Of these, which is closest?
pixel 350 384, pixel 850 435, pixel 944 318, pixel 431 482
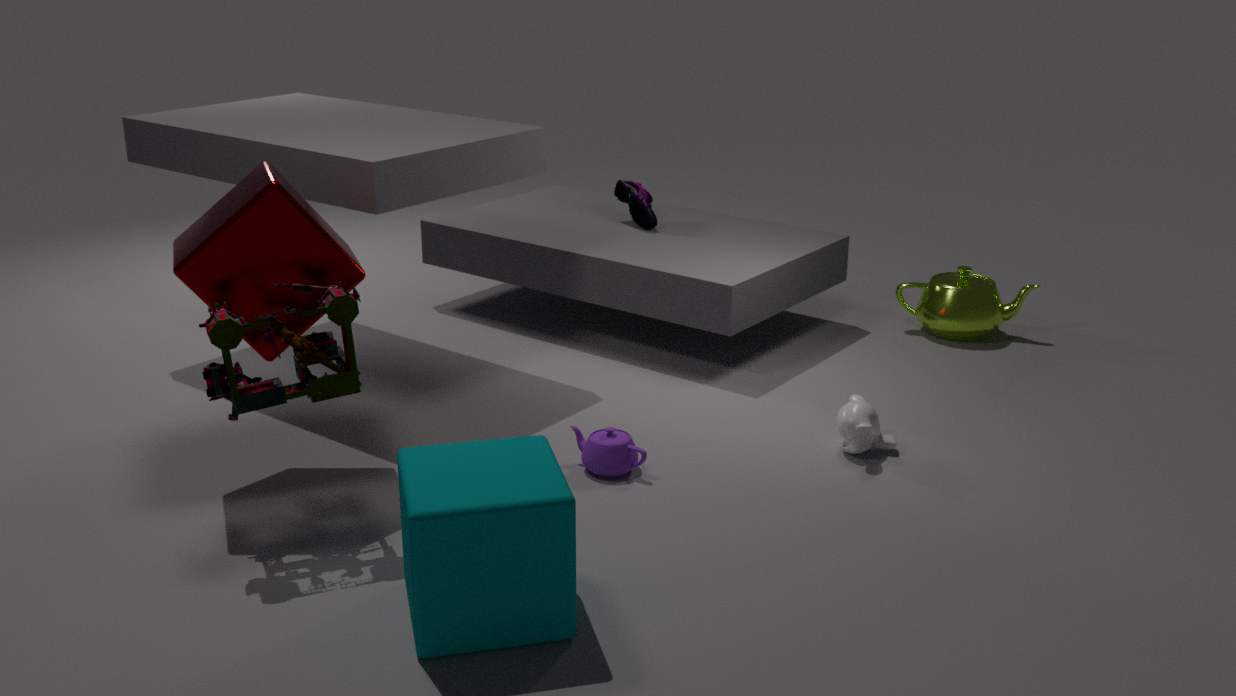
pixel 431 482
